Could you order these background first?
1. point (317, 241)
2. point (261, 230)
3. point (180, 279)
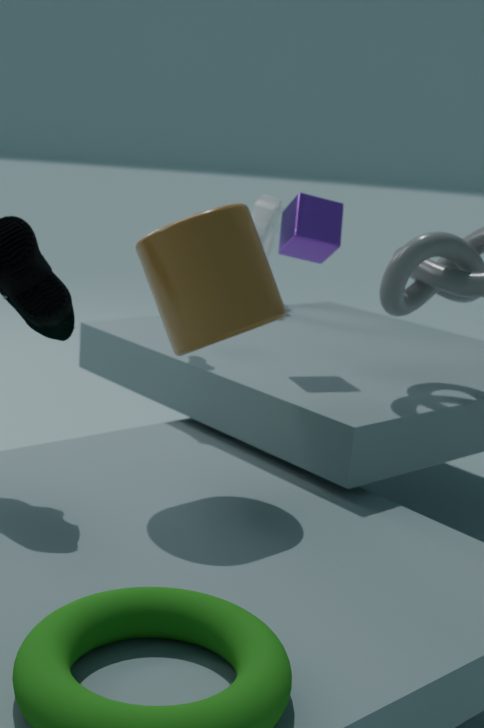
point (261, 230) < point (317, 241) < point (180, 279)
